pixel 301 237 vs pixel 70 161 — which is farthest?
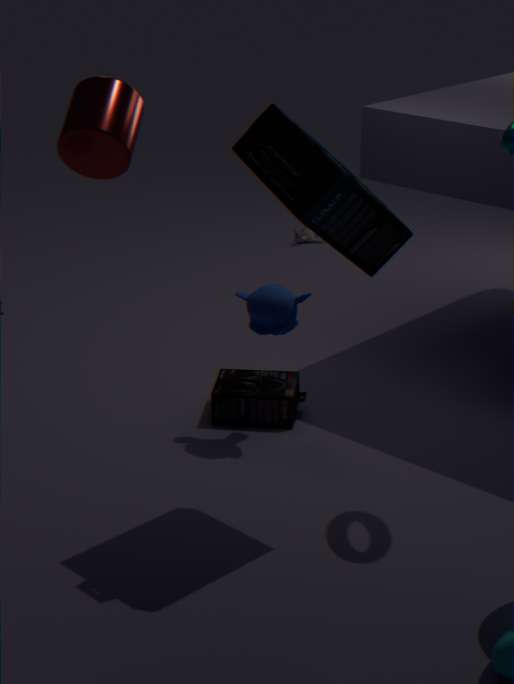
pixel 301 237
